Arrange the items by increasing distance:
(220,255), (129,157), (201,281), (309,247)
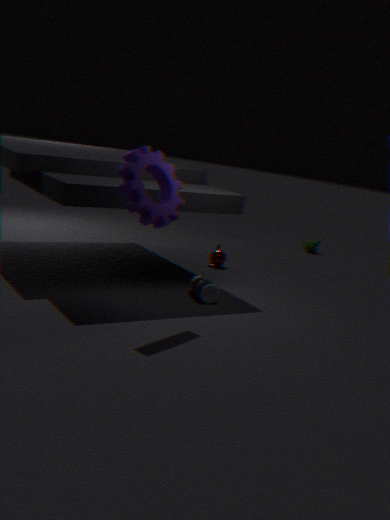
(129,157) → (201,281) → (220,255) → (309,247)
